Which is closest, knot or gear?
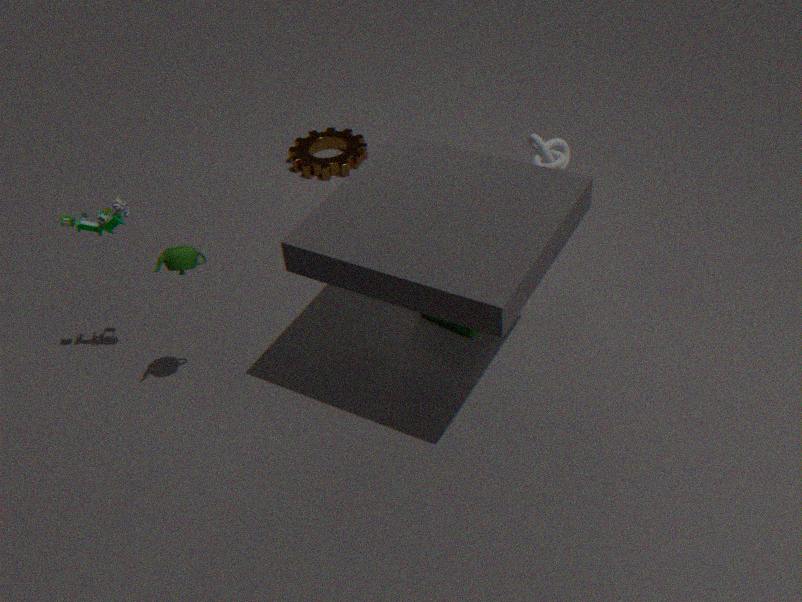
knot
